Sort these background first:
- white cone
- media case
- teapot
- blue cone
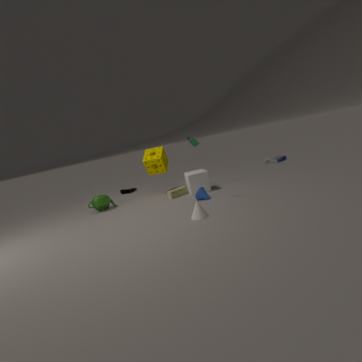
media case
teapot
blue cone
white cone
